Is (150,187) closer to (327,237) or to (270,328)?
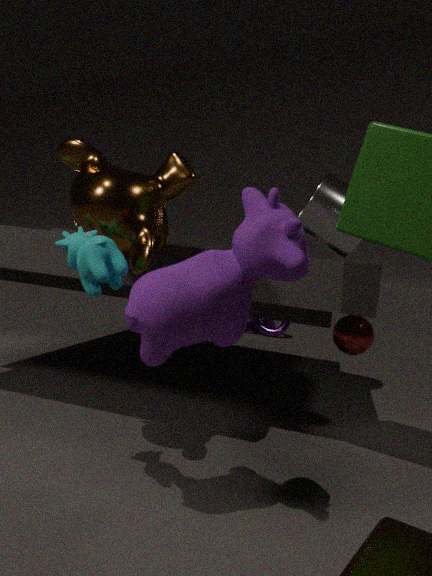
(327,237)
